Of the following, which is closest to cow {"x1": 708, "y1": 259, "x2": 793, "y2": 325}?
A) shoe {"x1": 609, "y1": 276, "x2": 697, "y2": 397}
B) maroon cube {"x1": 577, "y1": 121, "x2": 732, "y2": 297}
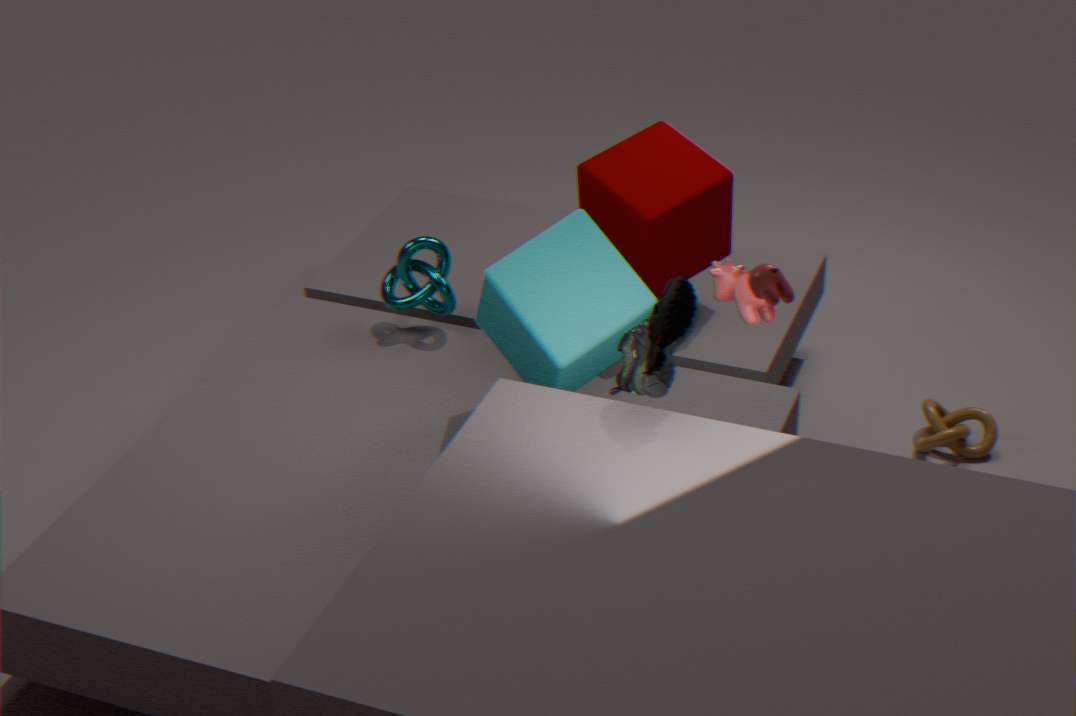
shoe {"x1": 609, "y1": 276, "x2": 697, "y2": 397}
